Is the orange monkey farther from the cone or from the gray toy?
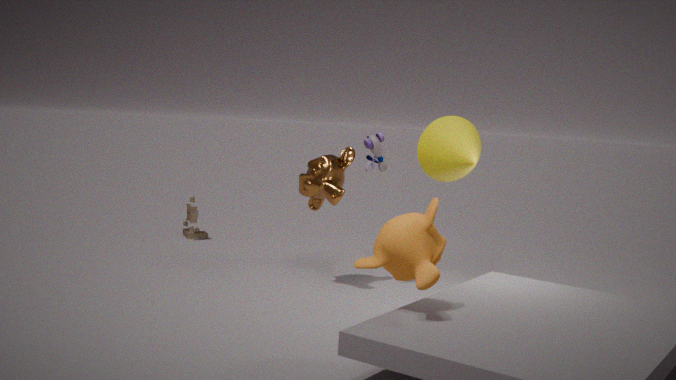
the gray toy
